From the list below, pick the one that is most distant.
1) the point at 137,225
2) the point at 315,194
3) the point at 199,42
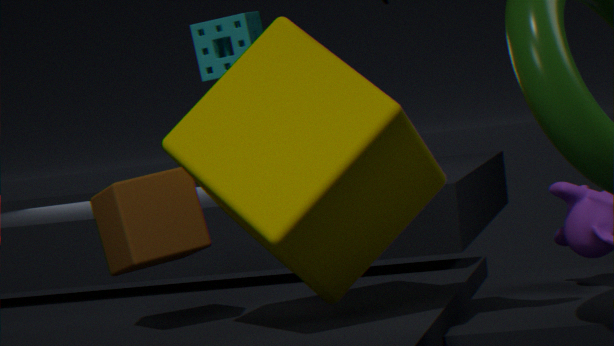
3. the point at 199,42
